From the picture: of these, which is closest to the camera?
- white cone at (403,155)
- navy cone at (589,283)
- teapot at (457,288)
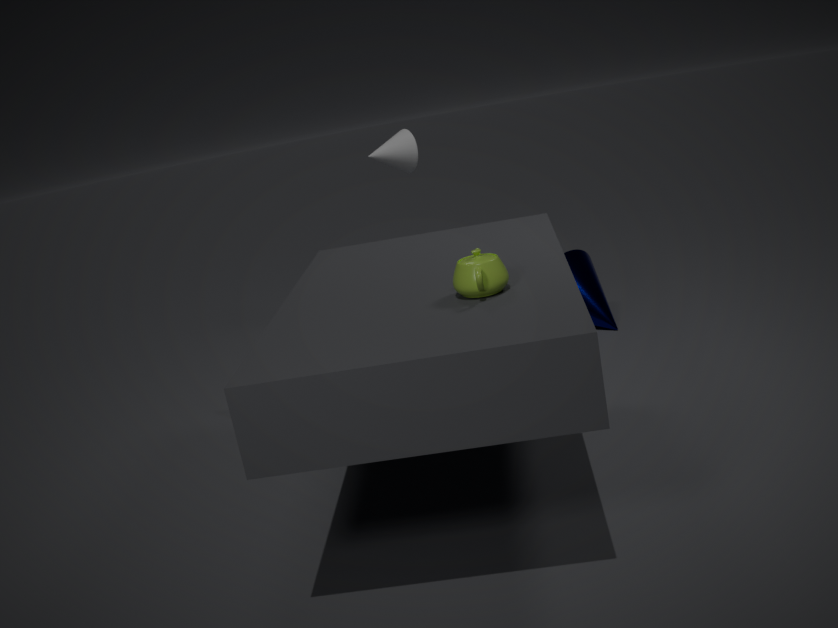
teapot at (457,288)
